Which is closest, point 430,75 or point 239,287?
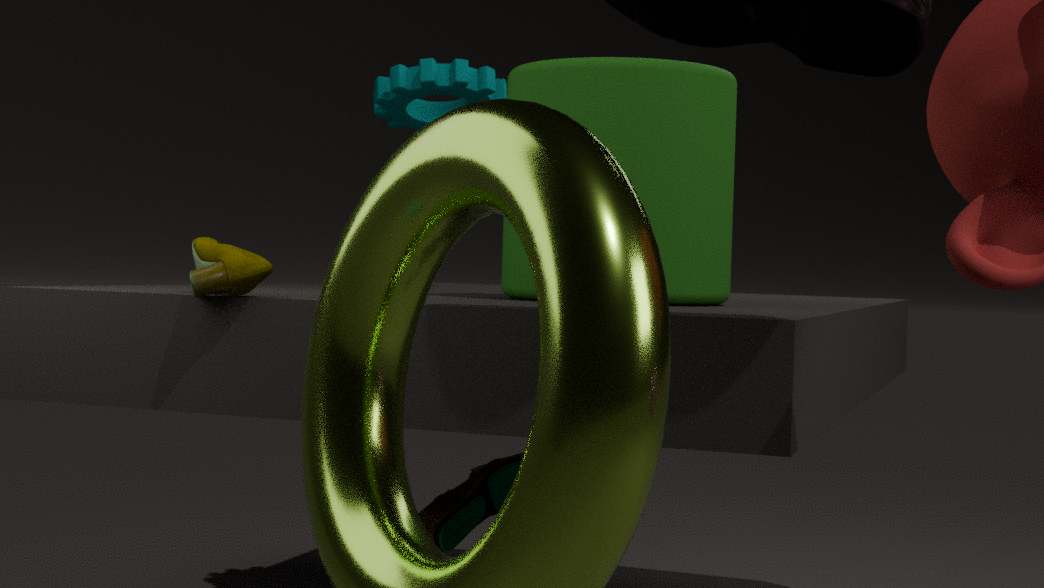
point 239,287
